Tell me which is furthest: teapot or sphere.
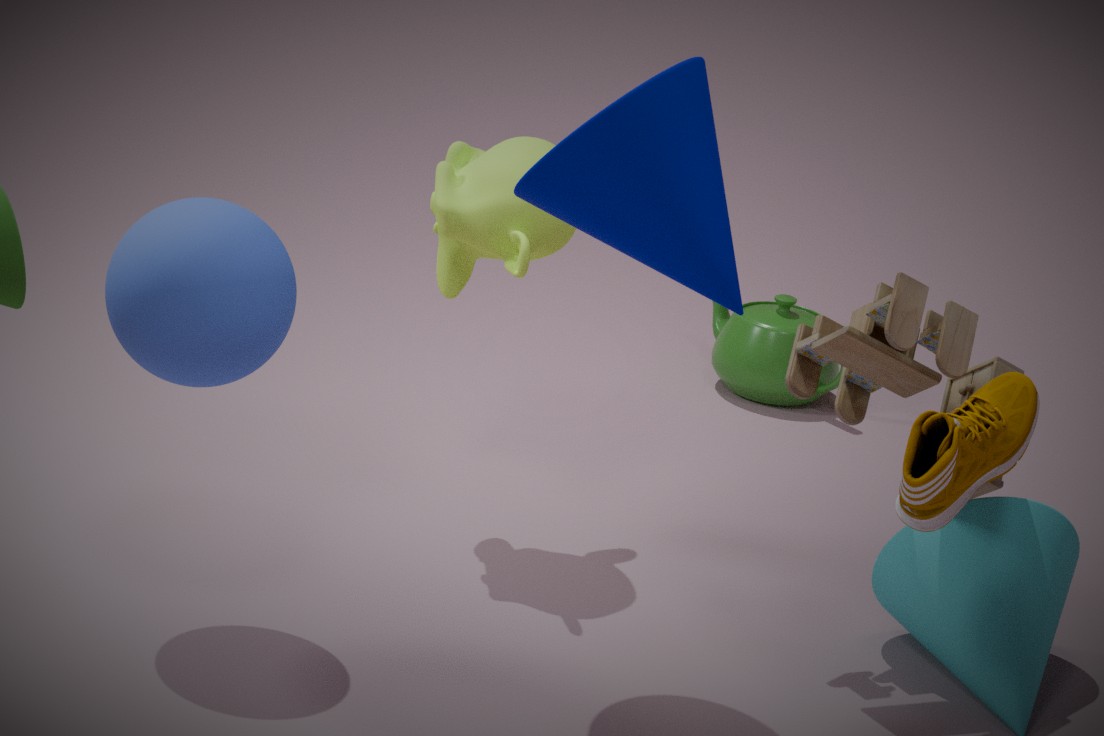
teapot
